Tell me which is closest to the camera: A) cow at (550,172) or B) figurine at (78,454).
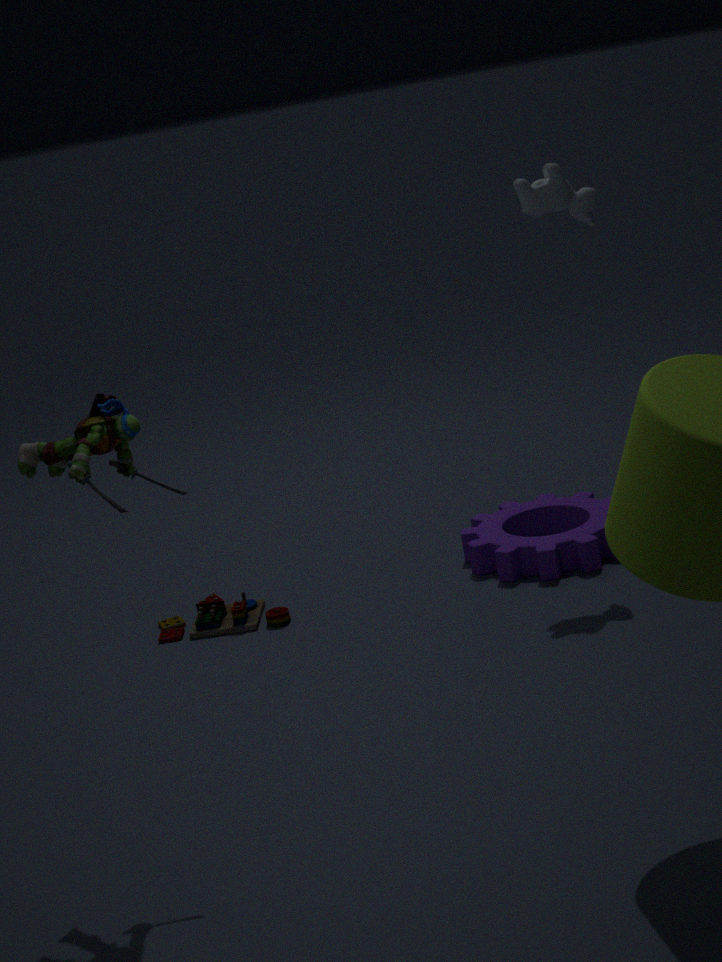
B. figurine at (78,454)
